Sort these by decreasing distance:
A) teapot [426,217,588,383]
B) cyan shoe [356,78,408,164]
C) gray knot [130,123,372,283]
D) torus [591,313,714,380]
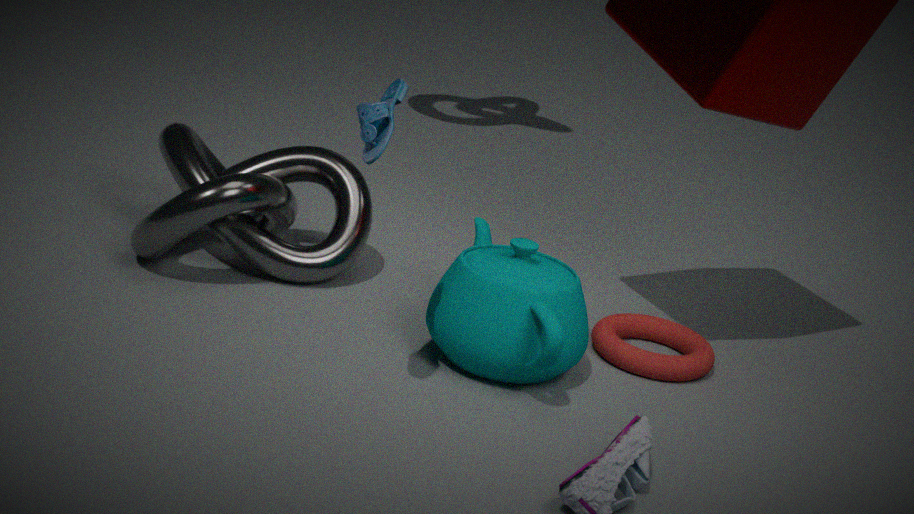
torus [591,313,714,380] < gray knot [130,123,372,283] < teapot [426,217,588,383] < cyan shoe [356,78,408,164]
